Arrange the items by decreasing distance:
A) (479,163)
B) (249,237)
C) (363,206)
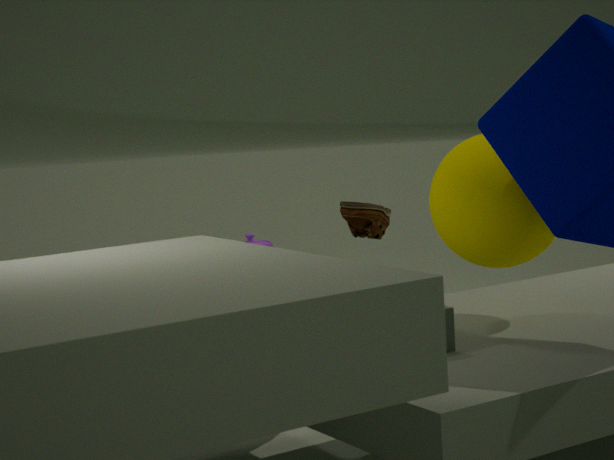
1. (249,237)
2. (363,206)
3. (479,163)
